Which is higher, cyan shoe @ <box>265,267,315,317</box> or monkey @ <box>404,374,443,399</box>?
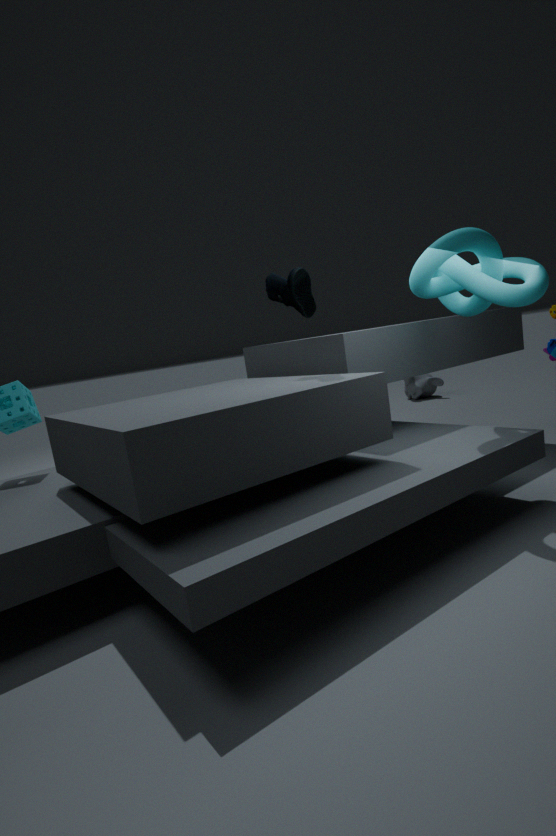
cyan shoe @ <box>265,267,315,317</box>
